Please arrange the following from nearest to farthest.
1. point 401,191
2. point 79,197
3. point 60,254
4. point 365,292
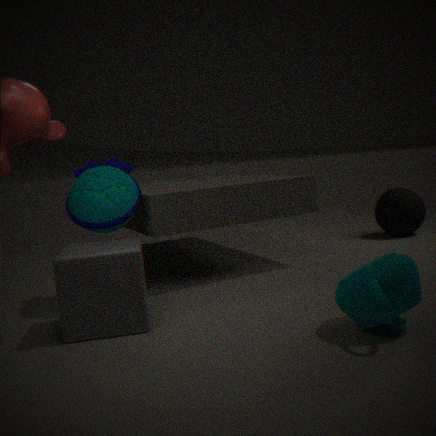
point 365,292
point 60,254
point 79,197
point 401,191
